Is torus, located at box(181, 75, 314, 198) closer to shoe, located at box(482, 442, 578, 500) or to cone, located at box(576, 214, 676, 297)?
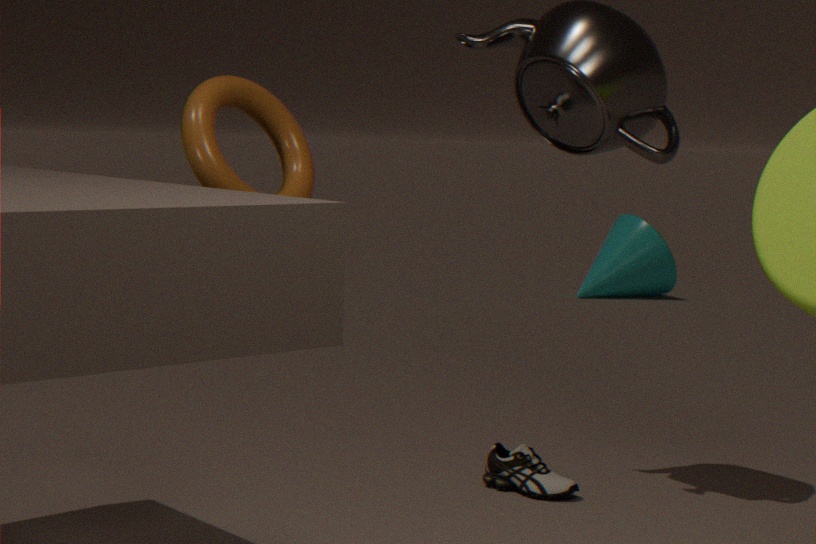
shoe, located at box(482, 442, 578, 500)
